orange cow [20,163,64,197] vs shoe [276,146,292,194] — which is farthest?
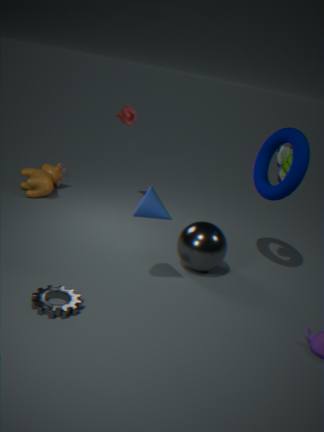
orange cow [20,163,64,197]
